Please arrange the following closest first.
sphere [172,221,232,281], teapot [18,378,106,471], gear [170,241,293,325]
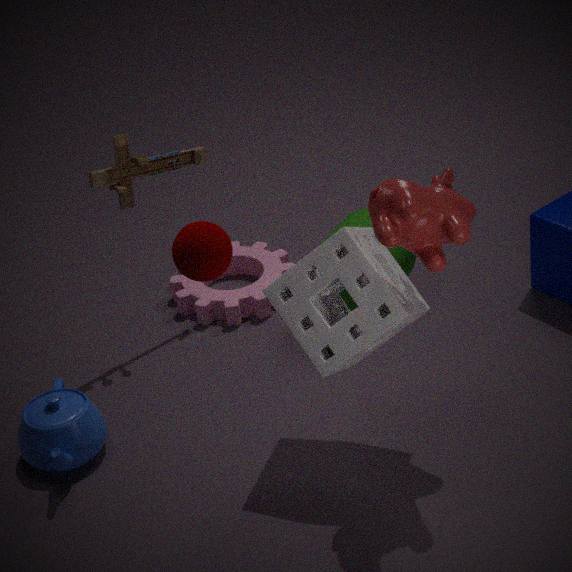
1. sphere [172,221,232,281]
2. teapot [18,378,106,471]
3. gear [170,241,293,325]
